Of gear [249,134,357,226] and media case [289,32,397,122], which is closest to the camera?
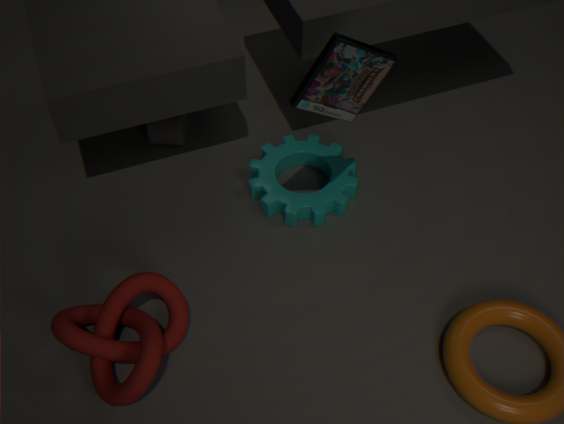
media case [289,32,397,122]
